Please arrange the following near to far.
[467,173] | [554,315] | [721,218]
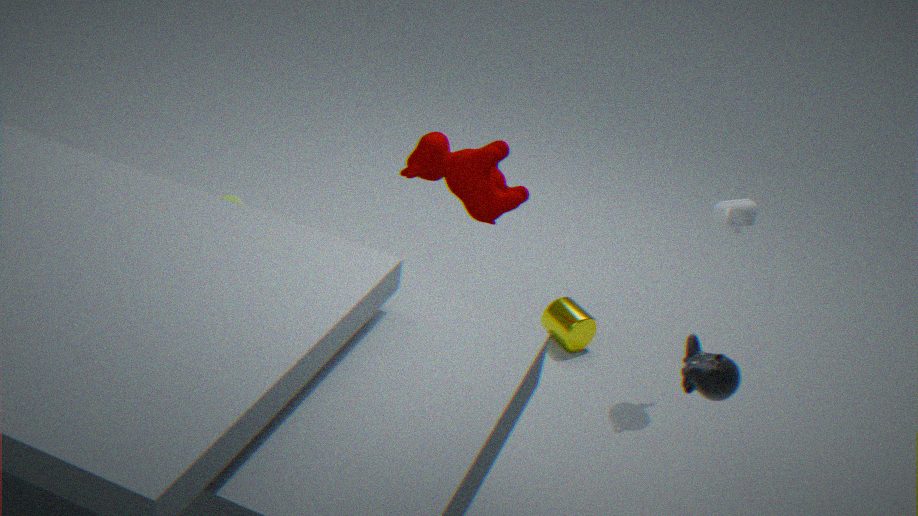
[721,218]
[467,173]
[554,315]
